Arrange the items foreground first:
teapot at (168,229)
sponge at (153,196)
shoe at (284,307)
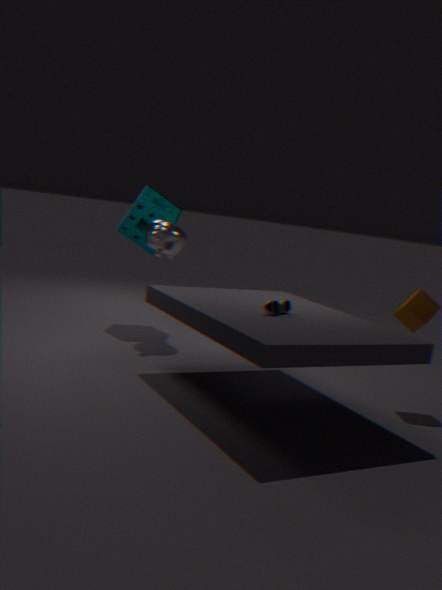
shoe at (284,307) < teapot at (168,229) < sponge at (153,196)
